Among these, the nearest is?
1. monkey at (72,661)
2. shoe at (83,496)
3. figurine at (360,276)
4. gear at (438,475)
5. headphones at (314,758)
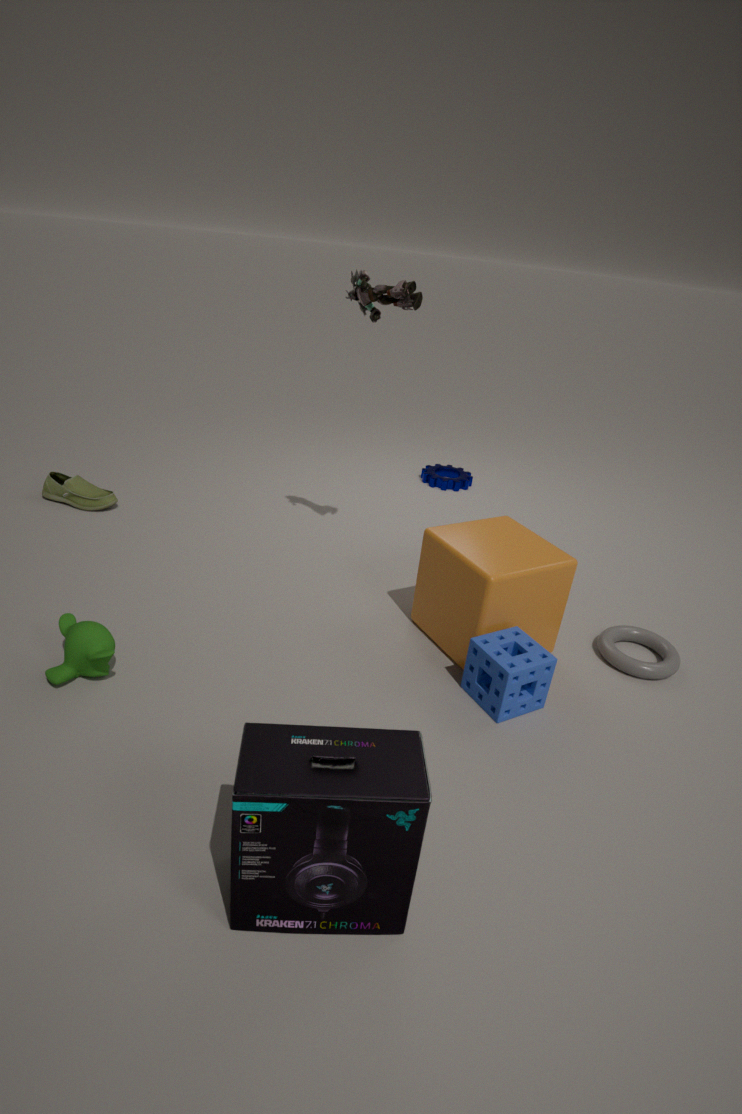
headphones at (314,758)
